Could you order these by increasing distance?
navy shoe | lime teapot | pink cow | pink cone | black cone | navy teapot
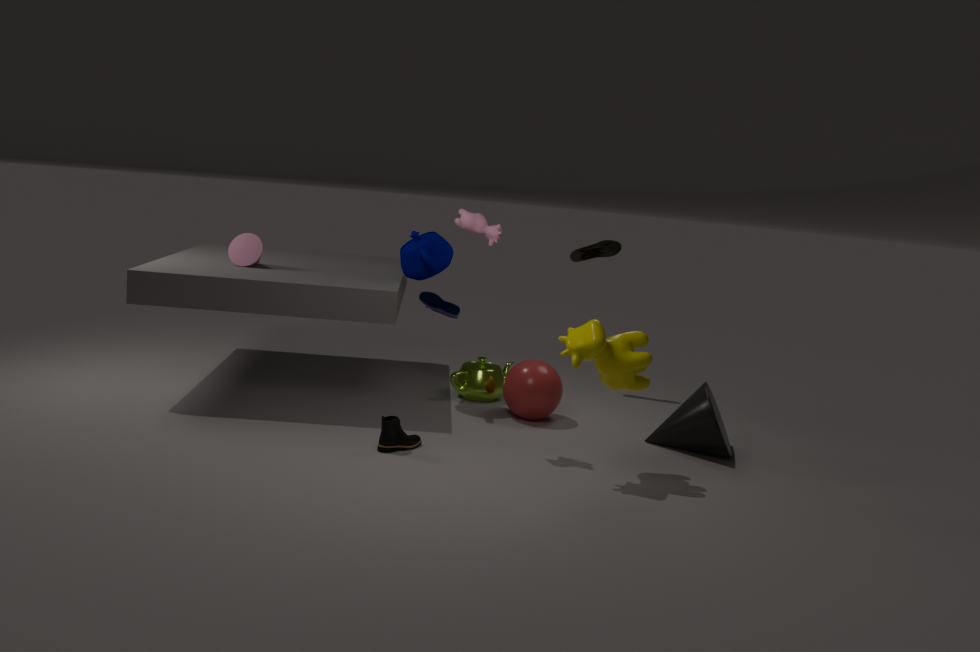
1. pink cow
2. black cone
3. navy teapot
4. navy shoe
5. pink cone
6. lime teapot
